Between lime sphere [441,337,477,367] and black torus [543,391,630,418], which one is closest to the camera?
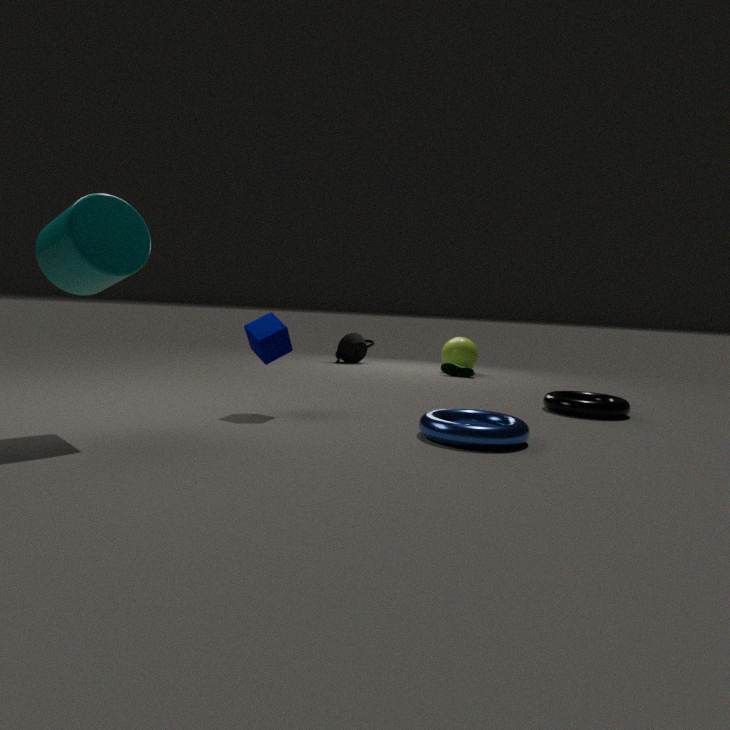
black torus [543,391,630,418]
